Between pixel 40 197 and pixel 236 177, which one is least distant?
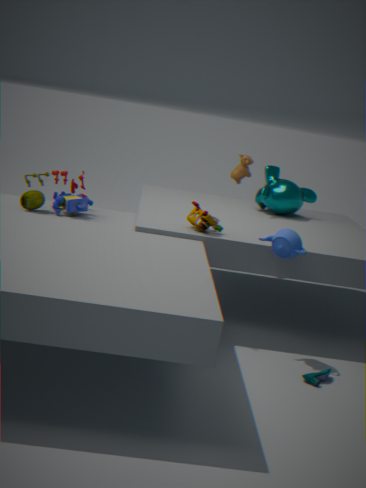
pixel 40 197
